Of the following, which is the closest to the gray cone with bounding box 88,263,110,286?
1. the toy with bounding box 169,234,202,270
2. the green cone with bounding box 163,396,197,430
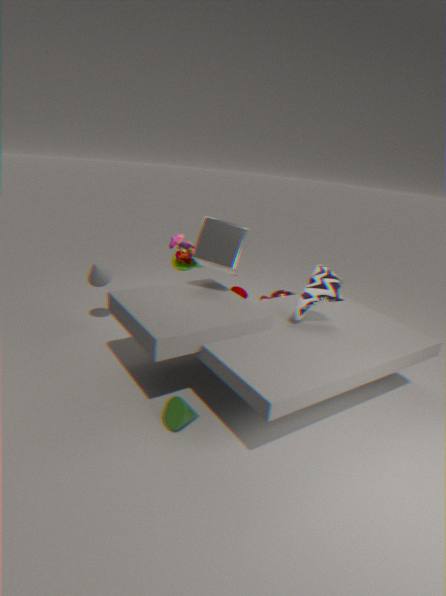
the toy with bounding box 169,234,202,270
